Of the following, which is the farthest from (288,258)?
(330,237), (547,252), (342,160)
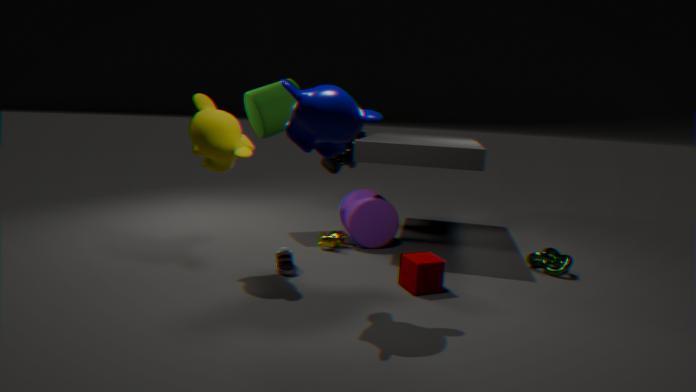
(547,252)
